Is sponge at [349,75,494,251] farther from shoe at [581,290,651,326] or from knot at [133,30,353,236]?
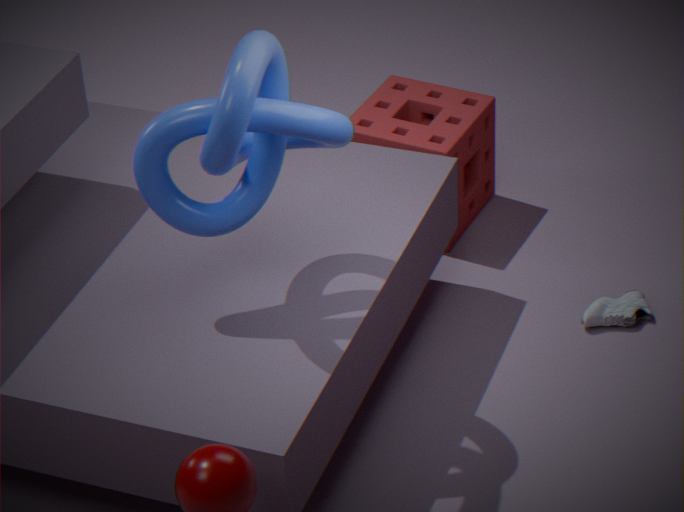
knot at [133,30,353,236]
